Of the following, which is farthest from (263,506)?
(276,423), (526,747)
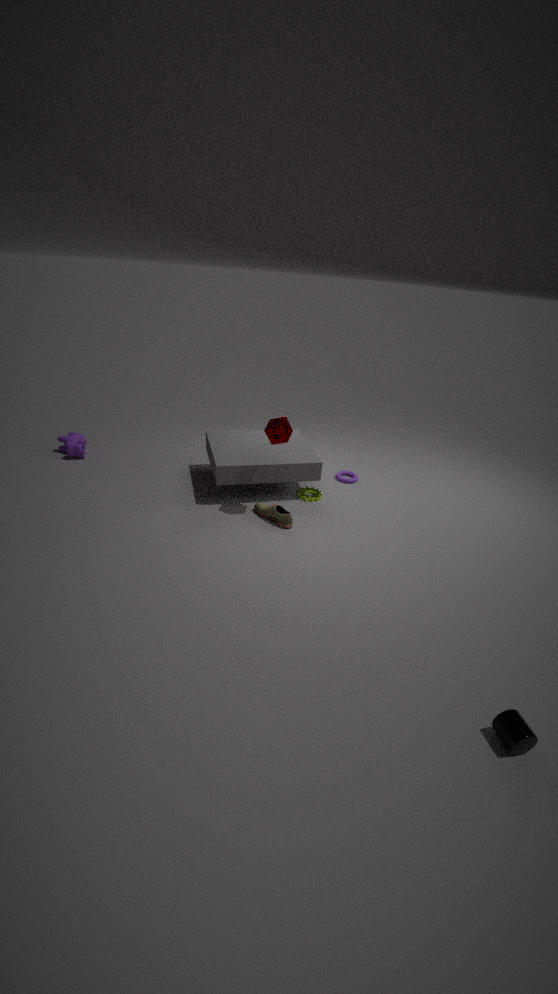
(526,747)
